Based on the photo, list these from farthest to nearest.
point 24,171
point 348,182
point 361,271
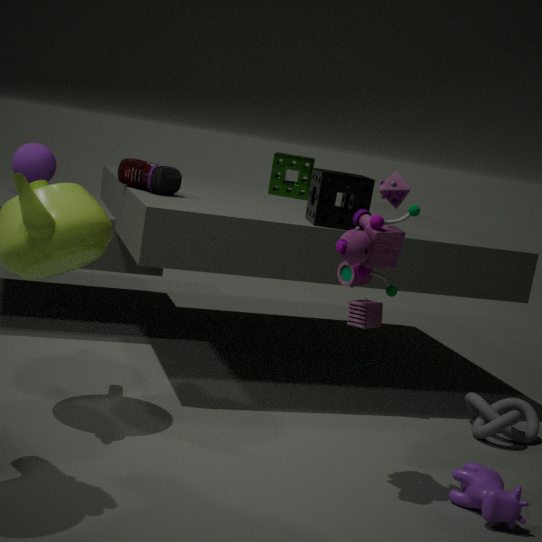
1. point 24,171
2. point 348,182
3. point 361,271
